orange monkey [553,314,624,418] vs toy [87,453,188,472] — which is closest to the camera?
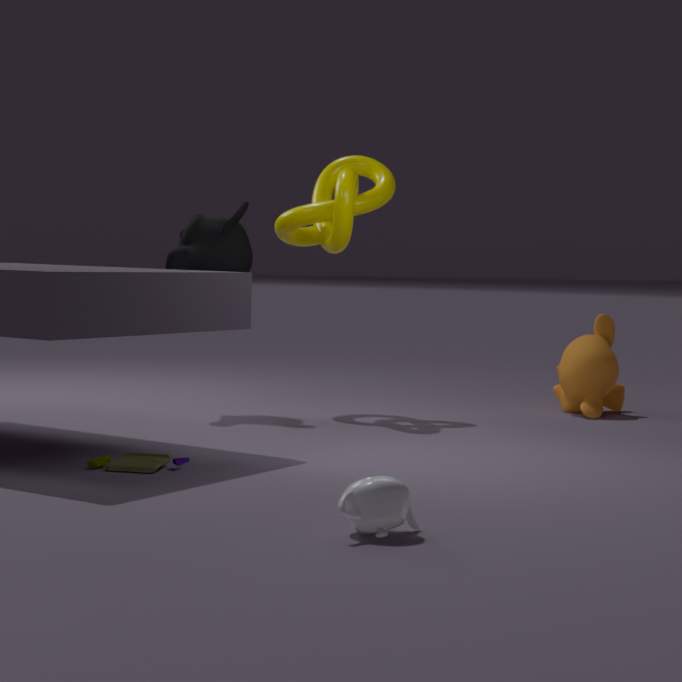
toy [87,453,188,472]
